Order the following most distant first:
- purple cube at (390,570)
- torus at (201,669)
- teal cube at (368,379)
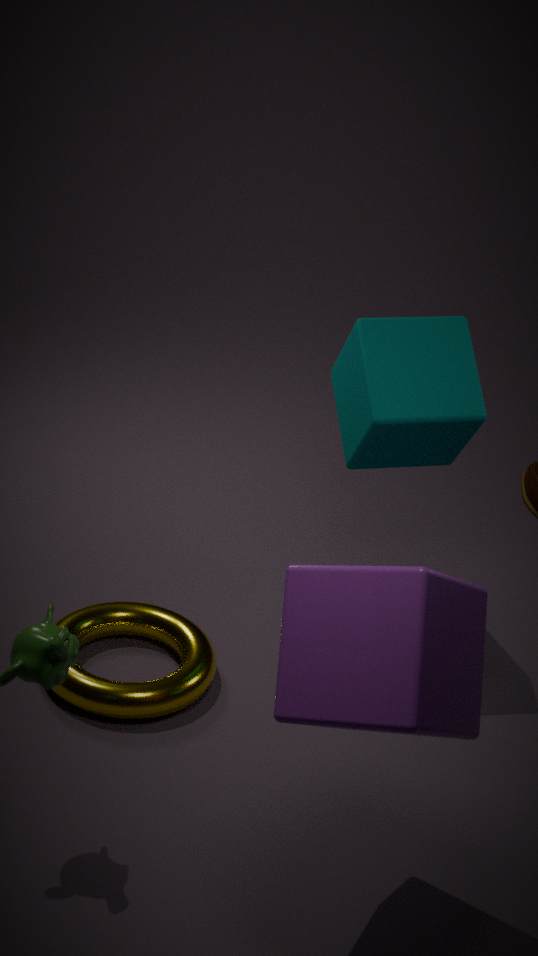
teal cube at (368,379) < torus at (201,669) < purple cube at (390,570)
